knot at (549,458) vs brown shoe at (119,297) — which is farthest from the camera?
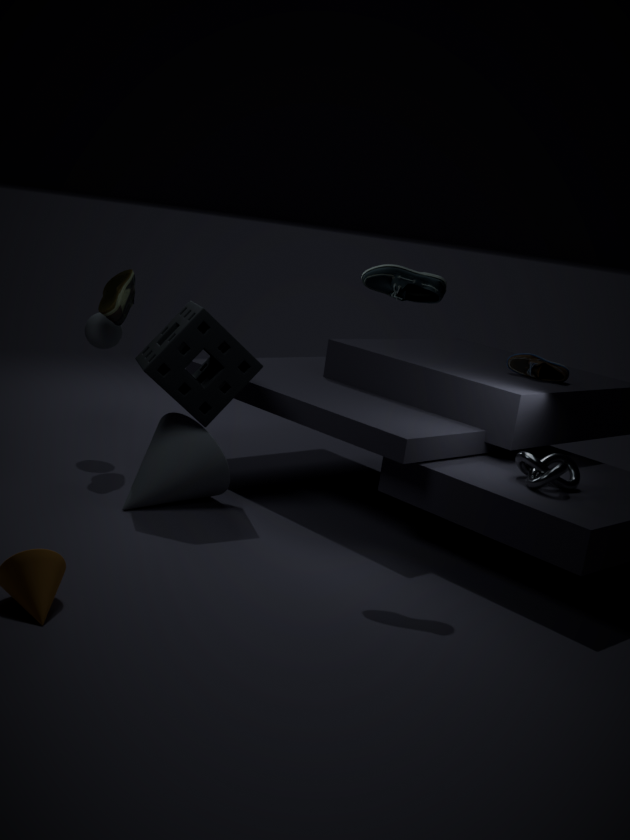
brown shoe at (119,297)
